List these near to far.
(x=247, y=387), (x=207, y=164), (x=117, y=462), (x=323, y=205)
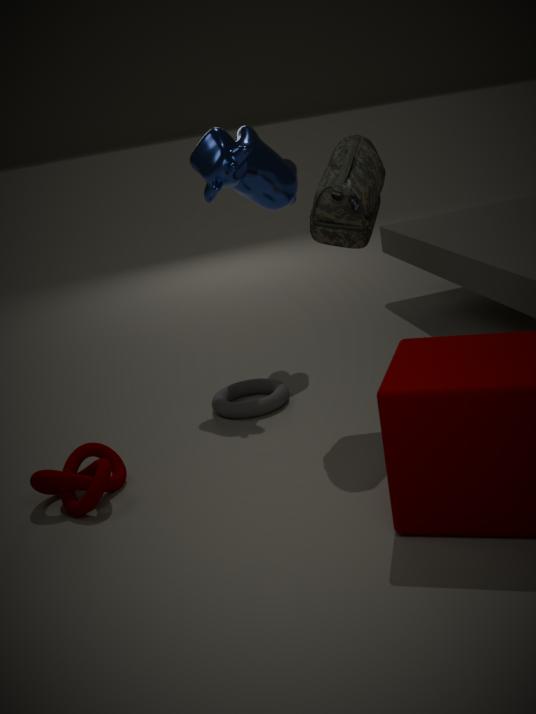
(x=323, y=205), (x=117, y=462), (x=207, y=164), (x=247, y=387)
